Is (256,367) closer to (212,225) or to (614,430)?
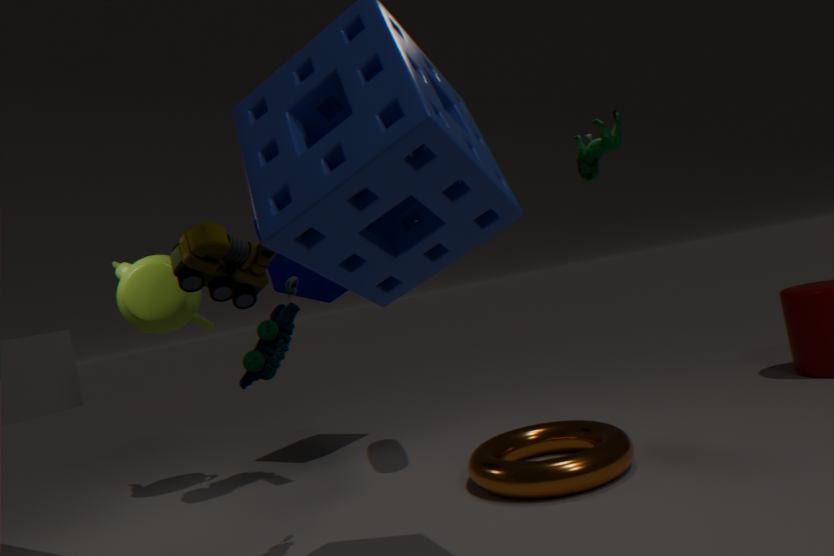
(212,225)
